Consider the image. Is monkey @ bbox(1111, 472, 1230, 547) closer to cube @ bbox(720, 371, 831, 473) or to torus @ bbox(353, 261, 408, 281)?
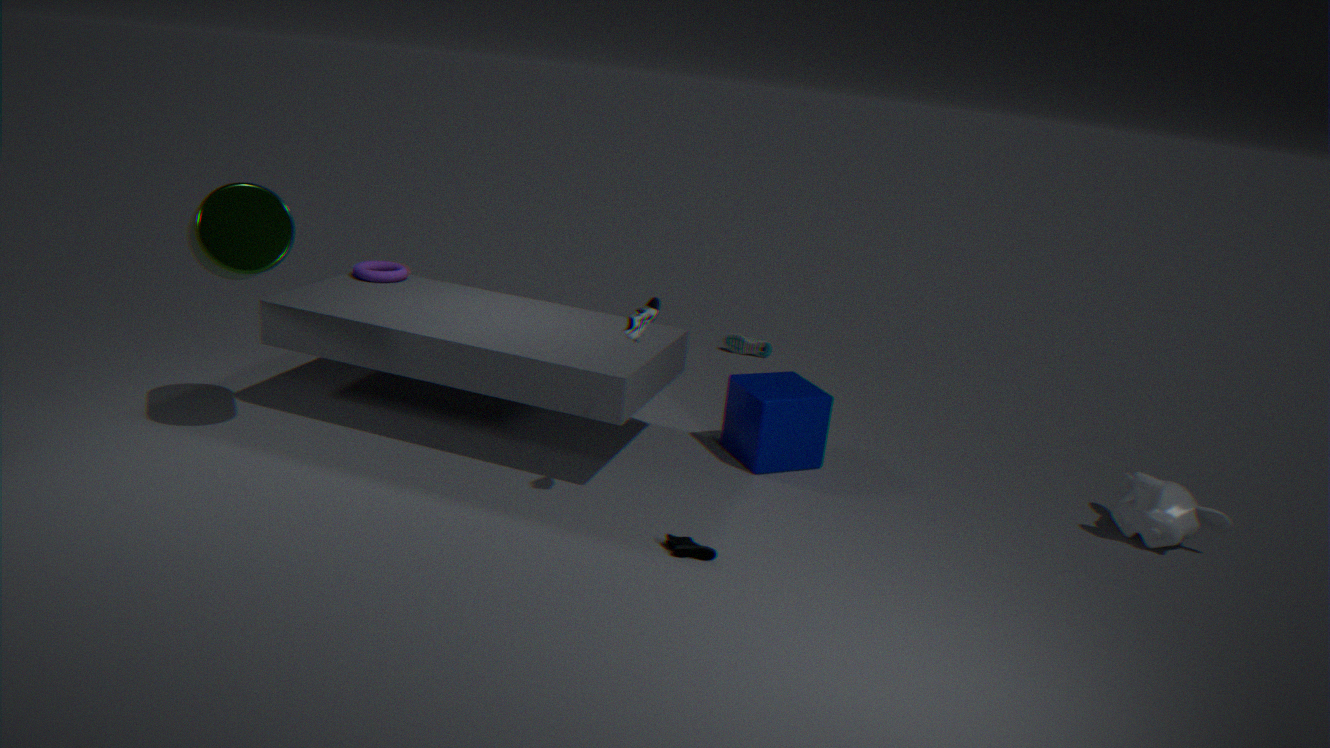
cube @ bbox(720, 371, 831, 473)
